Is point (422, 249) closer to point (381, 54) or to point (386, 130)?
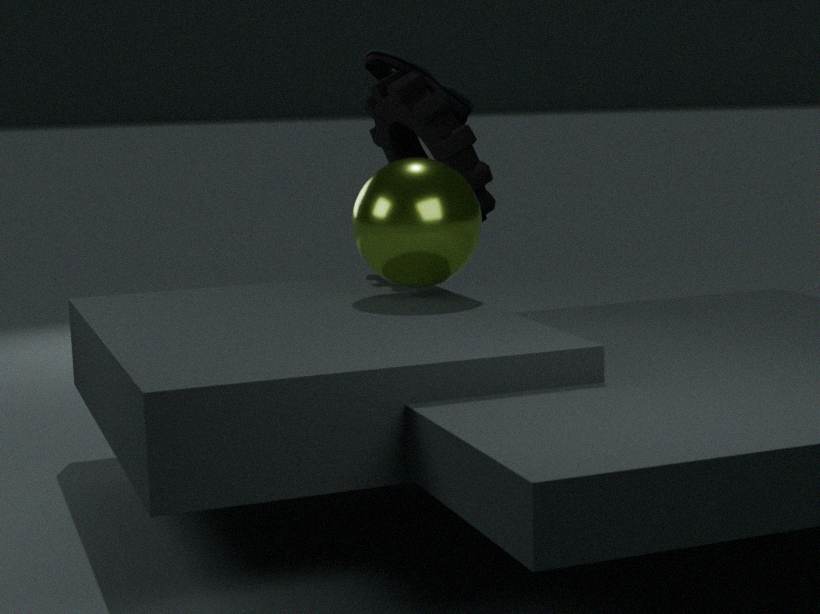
point (386, 130)
